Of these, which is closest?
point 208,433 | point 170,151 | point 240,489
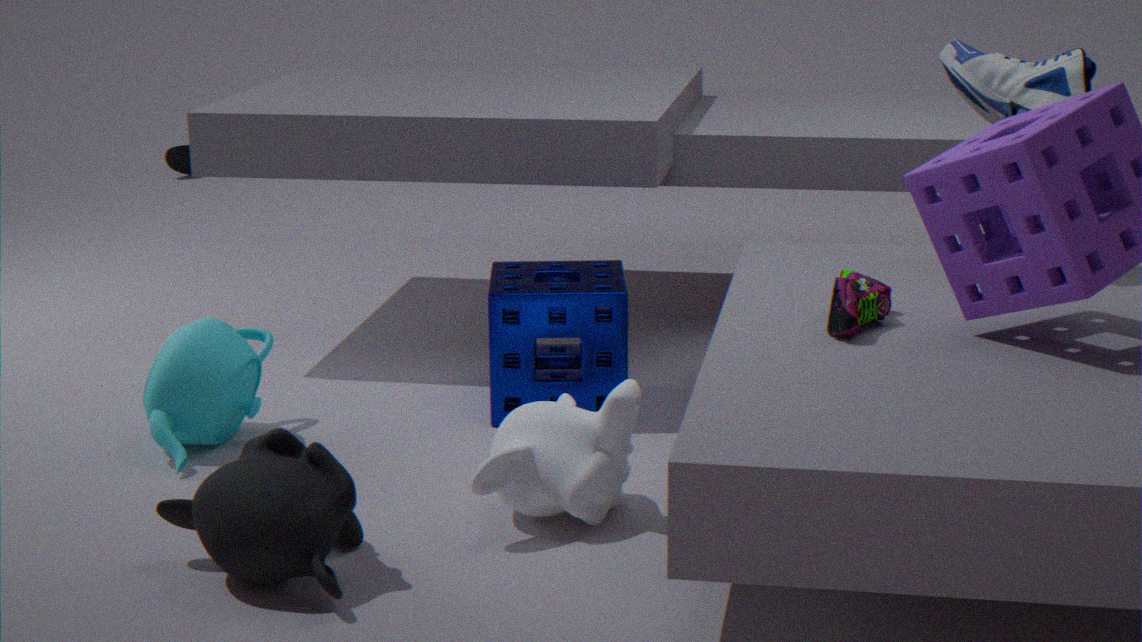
point 240,489
